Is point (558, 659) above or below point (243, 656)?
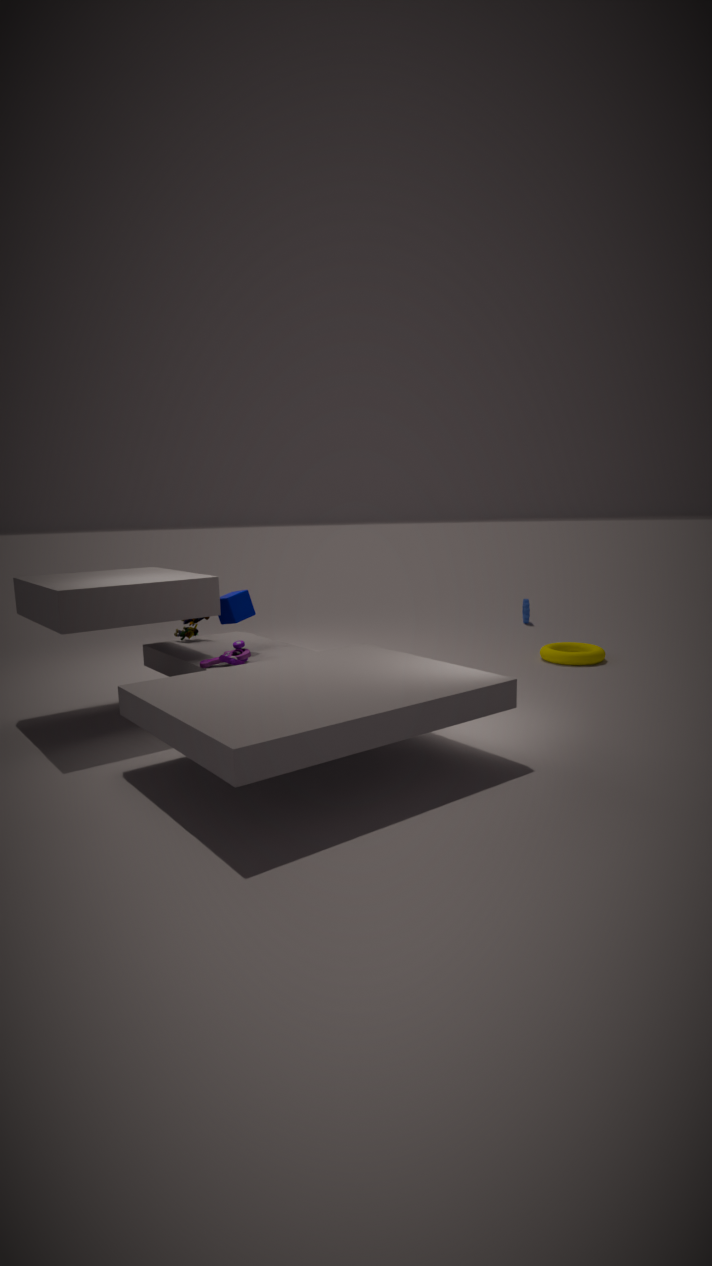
below
